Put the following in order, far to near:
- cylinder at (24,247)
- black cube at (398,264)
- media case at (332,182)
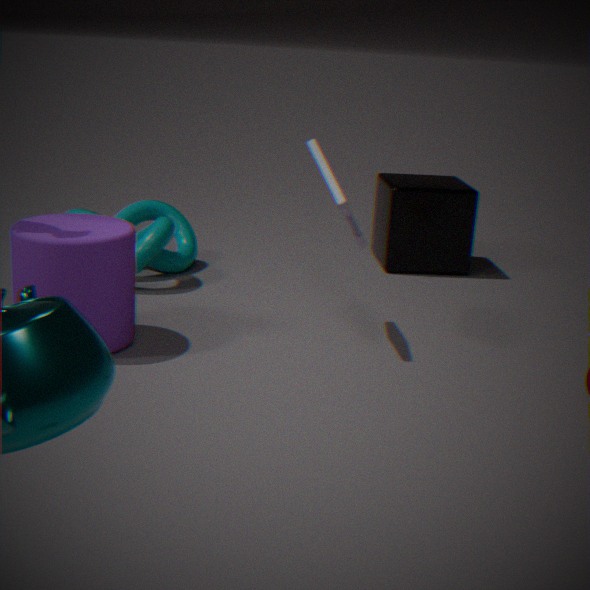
black cube at (398,264), media case at (332,182), cylinder at (24,247)
